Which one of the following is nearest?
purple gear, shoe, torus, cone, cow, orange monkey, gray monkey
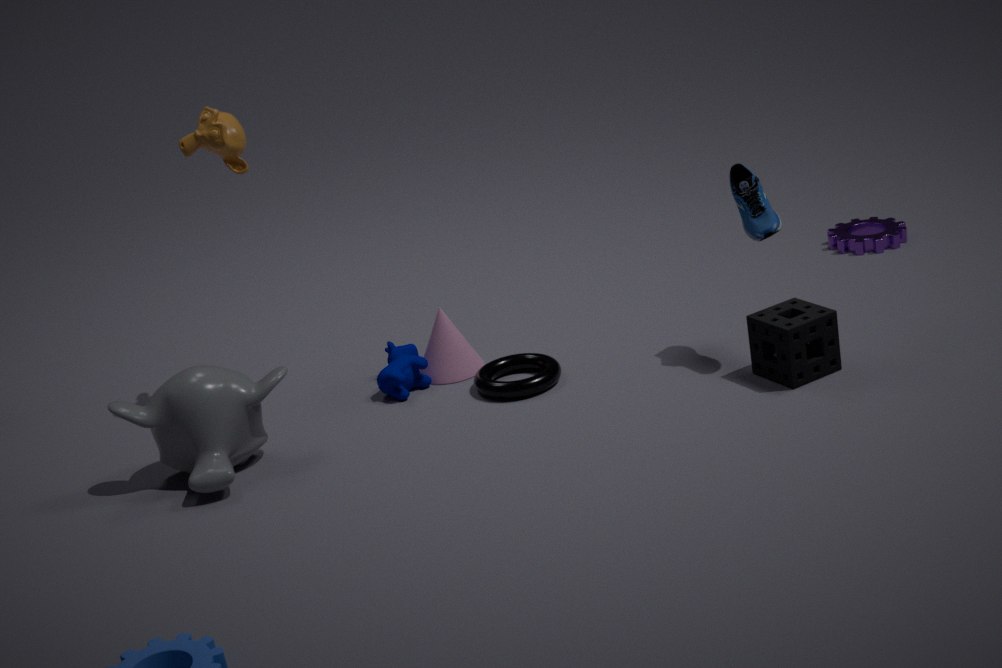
gray monkey
